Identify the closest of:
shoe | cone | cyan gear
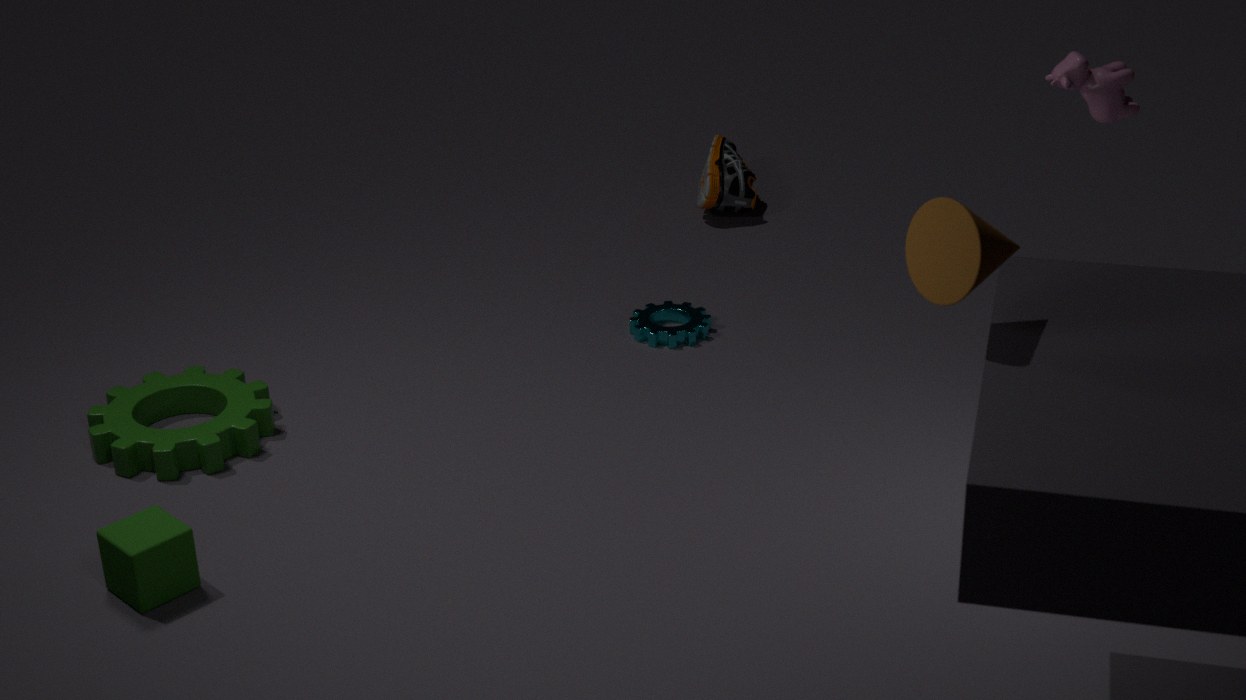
cone
